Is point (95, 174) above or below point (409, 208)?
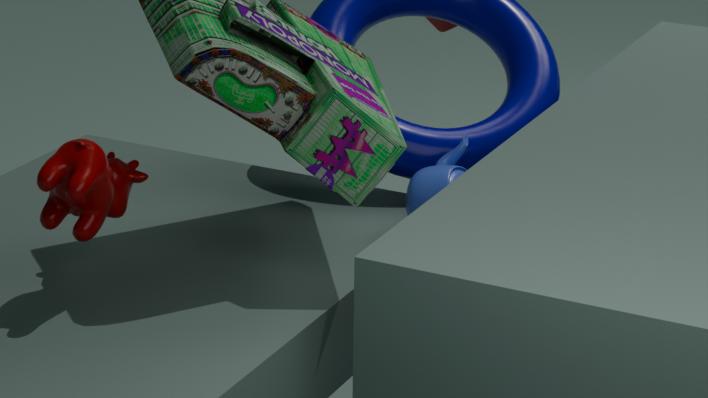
above
